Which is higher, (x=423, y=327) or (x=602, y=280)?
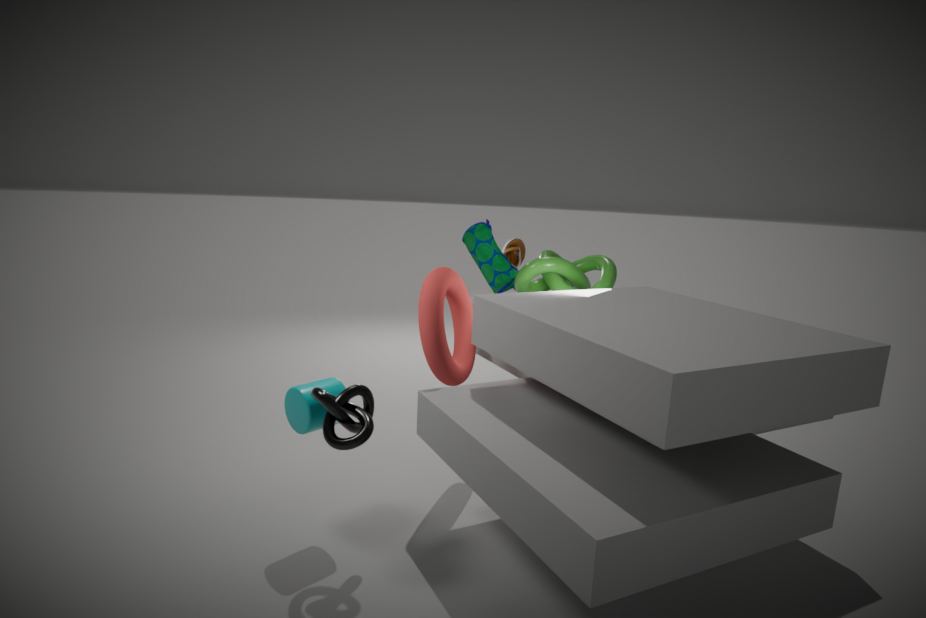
(x=602, y=280)
